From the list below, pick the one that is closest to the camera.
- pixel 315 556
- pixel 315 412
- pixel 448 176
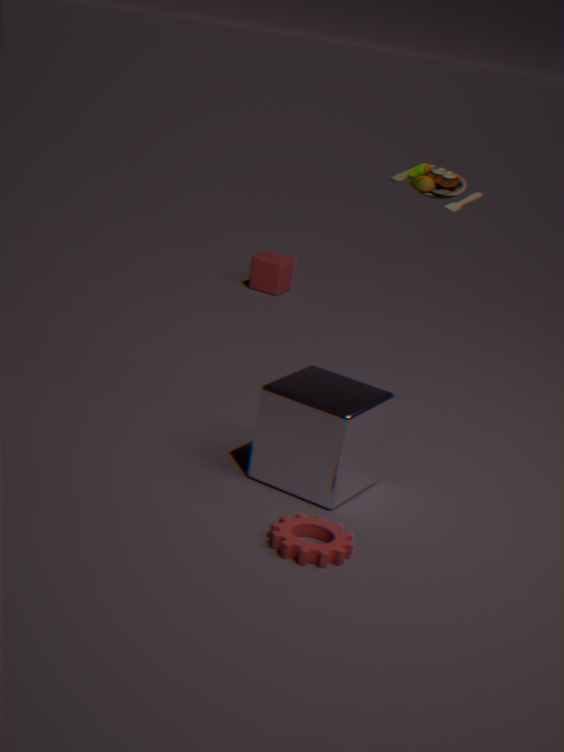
pixel 315 556
